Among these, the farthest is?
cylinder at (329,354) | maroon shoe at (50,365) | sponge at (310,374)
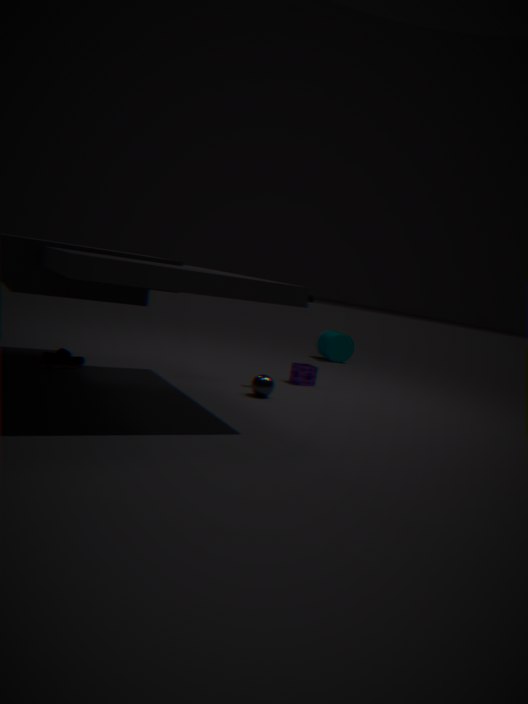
cylinder at (329,354)
